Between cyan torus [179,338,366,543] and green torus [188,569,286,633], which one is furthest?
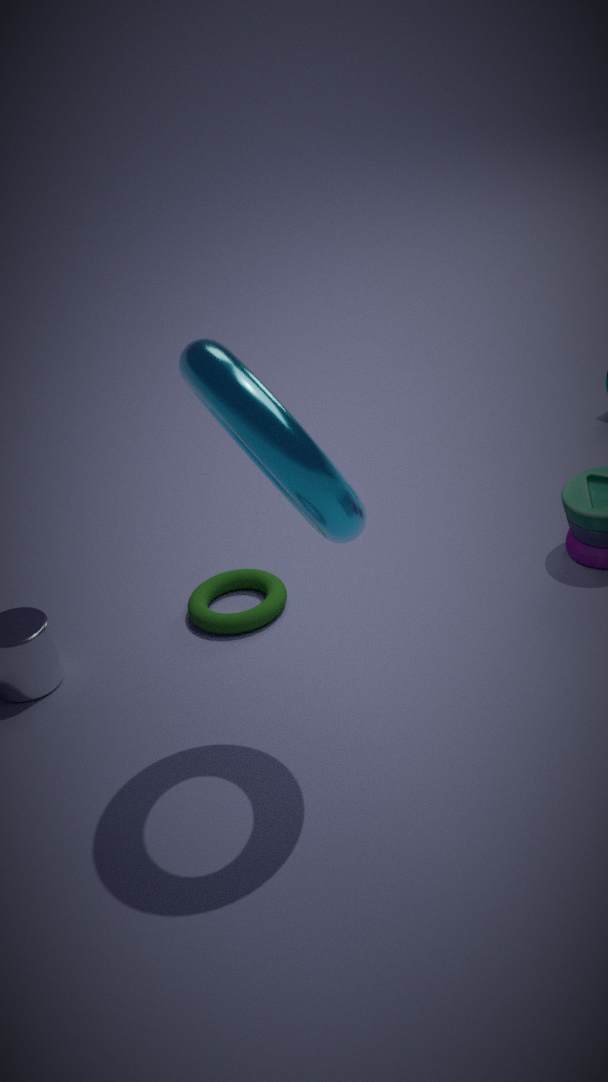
green torus [188,569,286,633]
